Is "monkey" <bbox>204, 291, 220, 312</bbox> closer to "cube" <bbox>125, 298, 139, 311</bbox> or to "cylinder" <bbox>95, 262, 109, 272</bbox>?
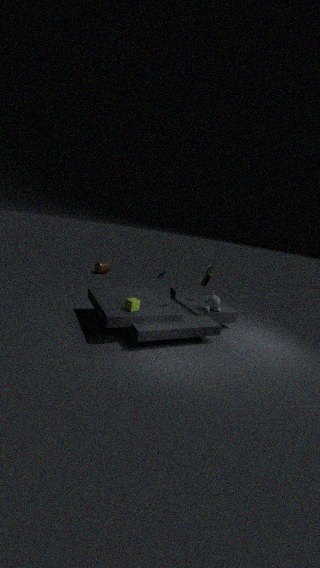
"cube" <bbox>125, 298, 139, 311</bbox>
